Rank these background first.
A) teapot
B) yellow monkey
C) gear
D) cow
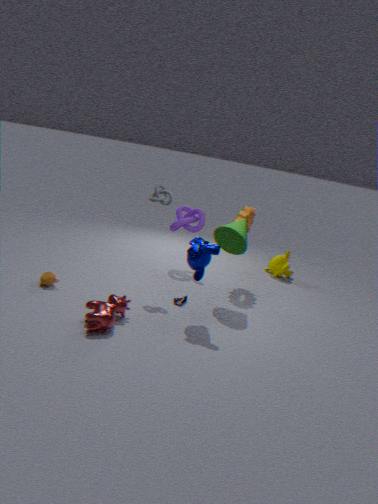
yellow monkey
gear
teapot
cow
